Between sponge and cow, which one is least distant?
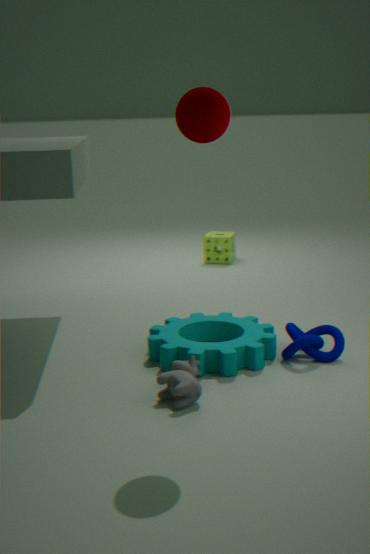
cow
